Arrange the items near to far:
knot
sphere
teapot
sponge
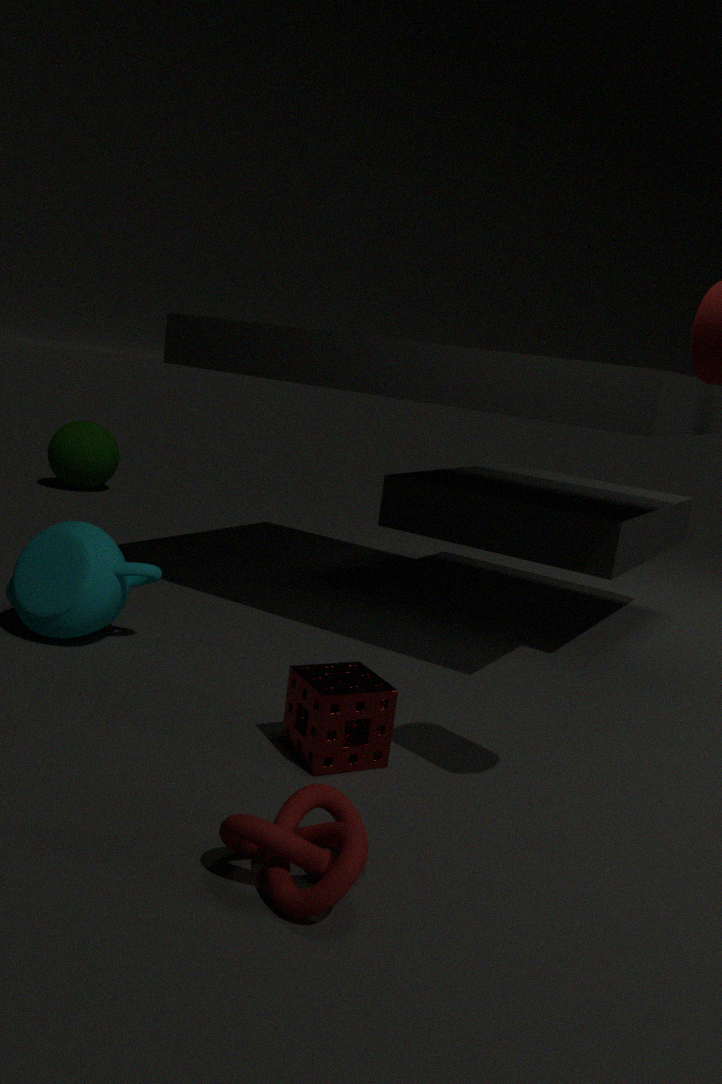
knot
sponge
teapot
sphere
